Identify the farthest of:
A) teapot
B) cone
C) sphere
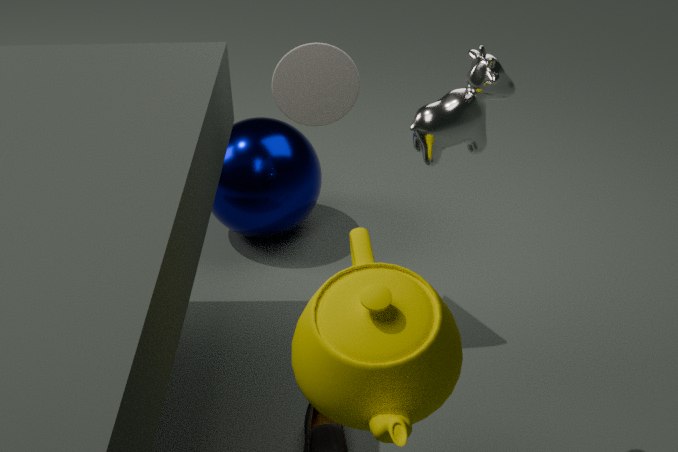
sphere
